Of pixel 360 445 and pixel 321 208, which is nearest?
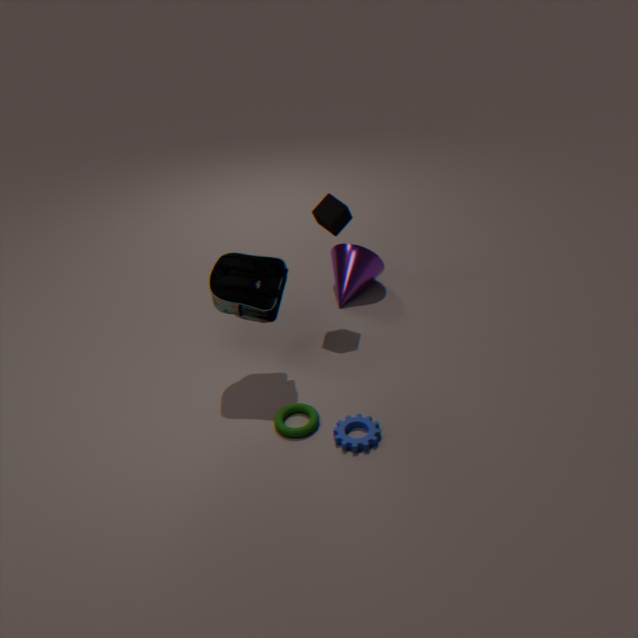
pixel 360 445
